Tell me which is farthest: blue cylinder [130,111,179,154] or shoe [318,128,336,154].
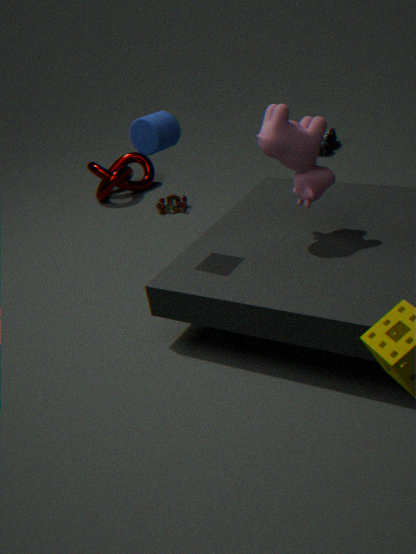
shoe [318,128,336,154]
